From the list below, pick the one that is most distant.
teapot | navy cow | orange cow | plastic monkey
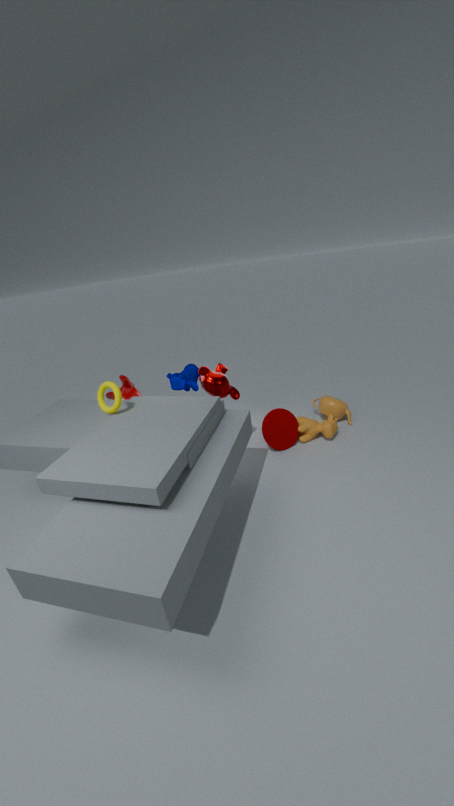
navy cow
